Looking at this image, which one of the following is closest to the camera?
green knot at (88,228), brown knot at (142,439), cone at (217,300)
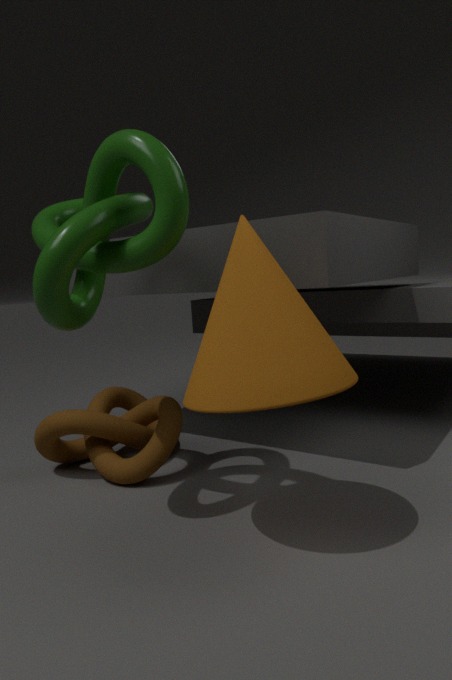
cone at (217,300)
